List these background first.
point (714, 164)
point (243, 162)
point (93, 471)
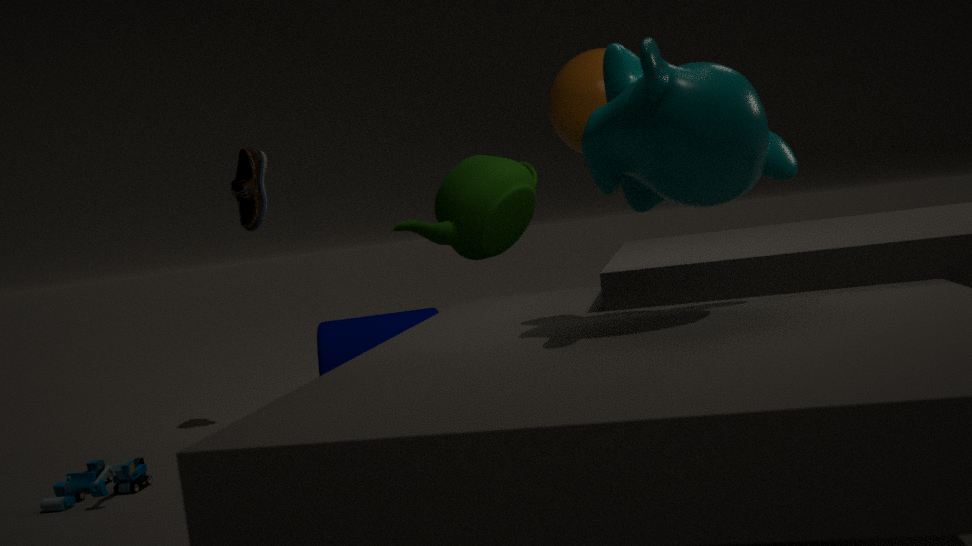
point (243, 162) → point (93, 471) → point (714, 164)
